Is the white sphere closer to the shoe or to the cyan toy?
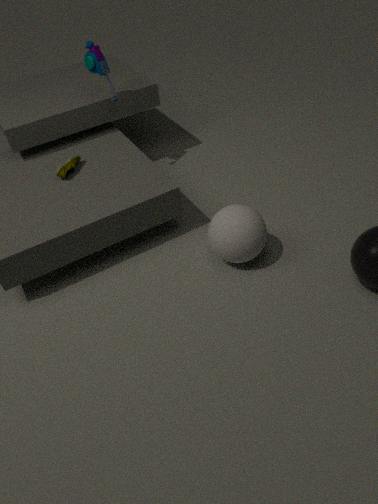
the shoe
